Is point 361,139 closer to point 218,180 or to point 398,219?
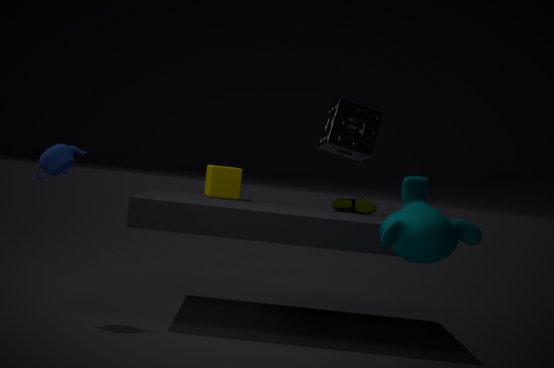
point 398,219
